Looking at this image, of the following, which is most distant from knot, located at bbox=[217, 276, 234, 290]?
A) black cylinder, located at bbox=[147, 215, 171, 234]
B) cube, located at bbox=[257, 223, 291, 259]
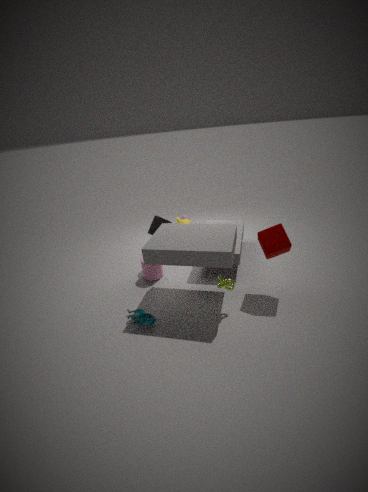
black cylinder, located at bbox=[147, 215, 171, 234]
